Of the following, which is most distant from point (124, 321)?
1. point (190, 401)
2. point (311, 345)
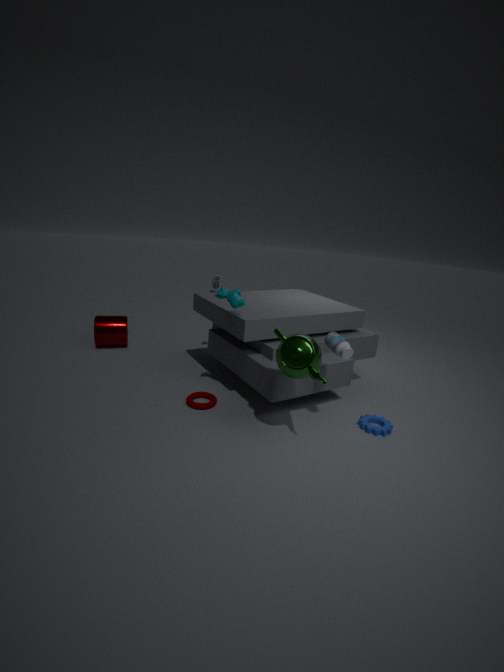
point (311, 345)
